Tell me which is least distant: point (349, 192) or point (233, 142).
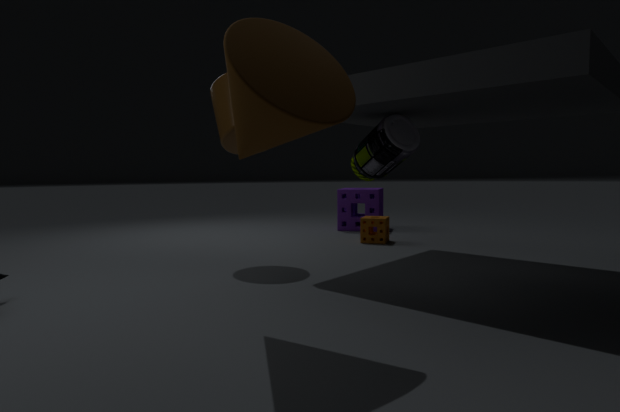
point (233, 142)
